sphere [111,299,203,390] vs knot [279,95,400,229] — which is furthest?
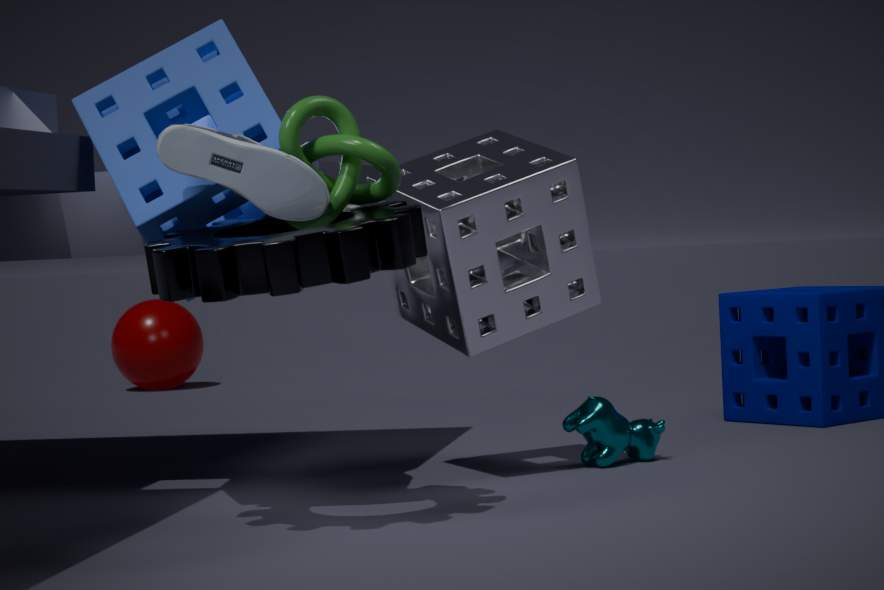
sphere [111,299,203,390]
